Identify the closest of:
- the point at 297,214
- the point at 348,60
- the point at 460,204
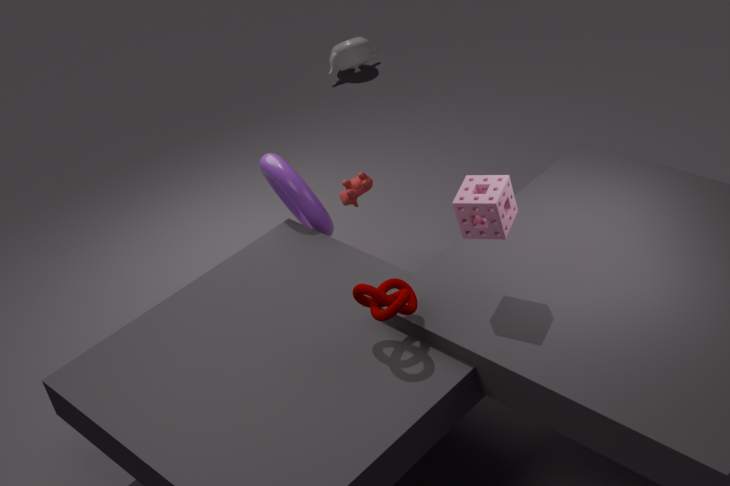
the point at 460,204
